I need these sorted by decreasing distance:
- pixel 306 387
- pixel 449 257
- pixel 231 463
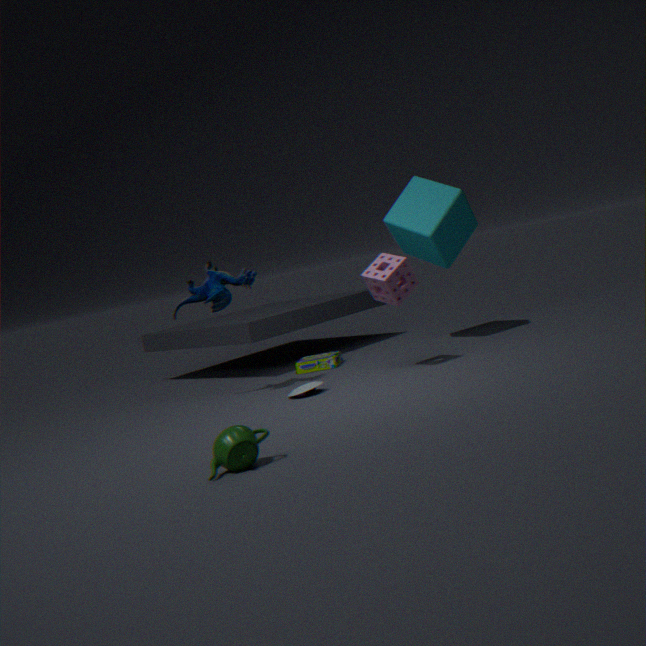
pixel 449 257
pixel 306 387
pixel 231 463
